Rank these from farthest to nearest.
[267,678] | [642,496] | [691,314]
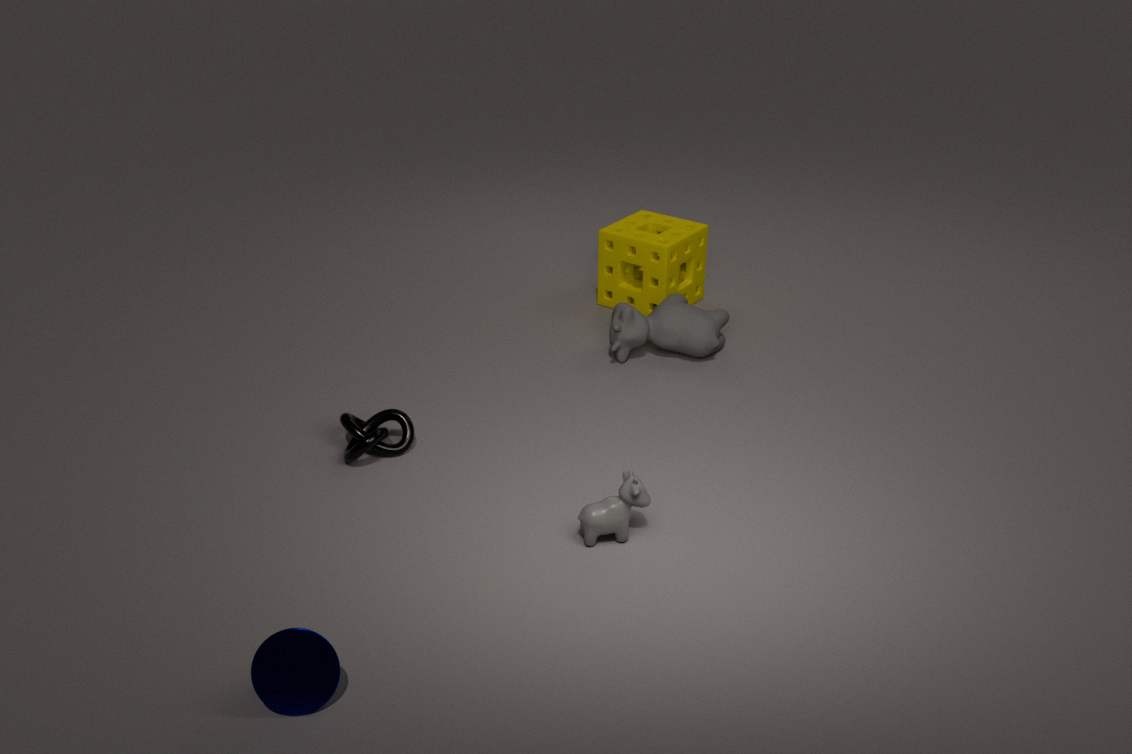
1. [691,314]
2. [642,496]
3. [267,678]
